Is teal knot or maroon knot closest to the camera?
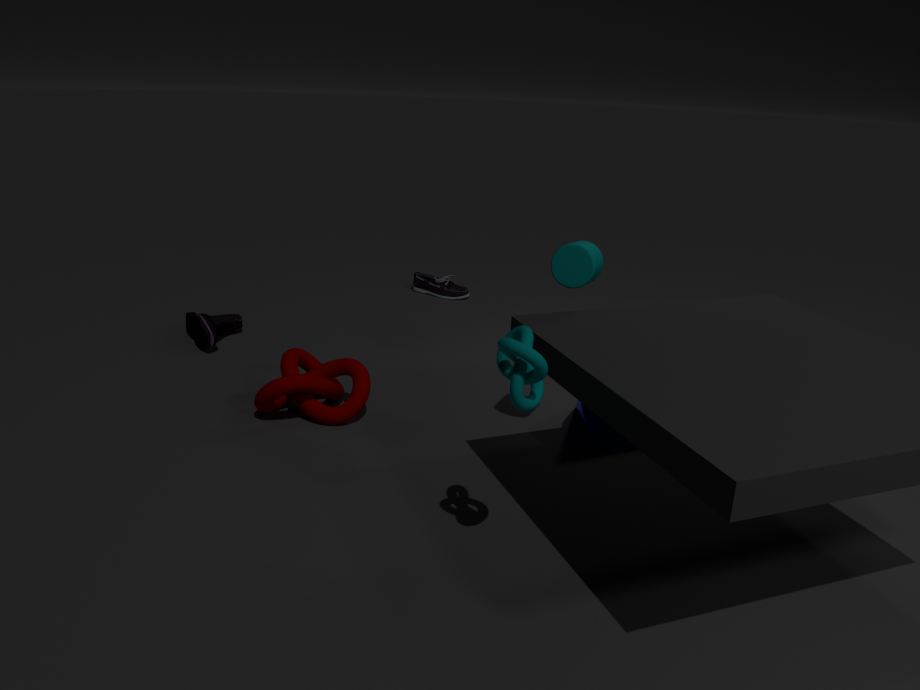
teal knot
